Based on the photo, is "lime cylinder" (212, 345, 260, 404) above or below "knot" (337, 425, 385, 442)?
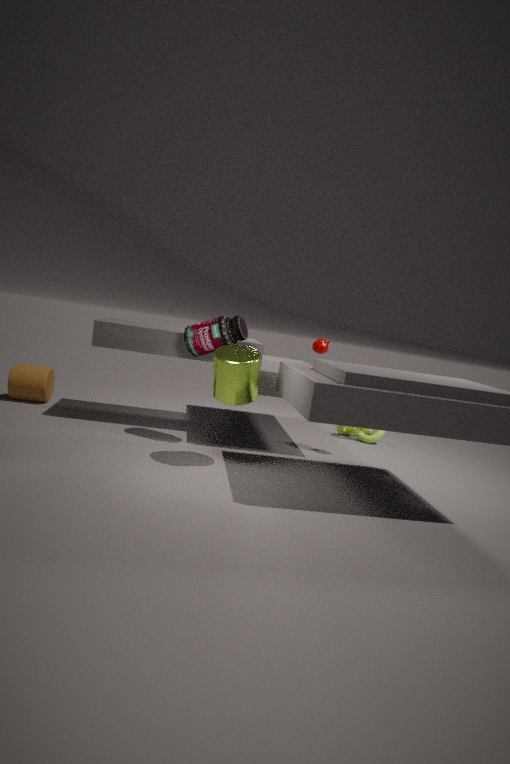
above
